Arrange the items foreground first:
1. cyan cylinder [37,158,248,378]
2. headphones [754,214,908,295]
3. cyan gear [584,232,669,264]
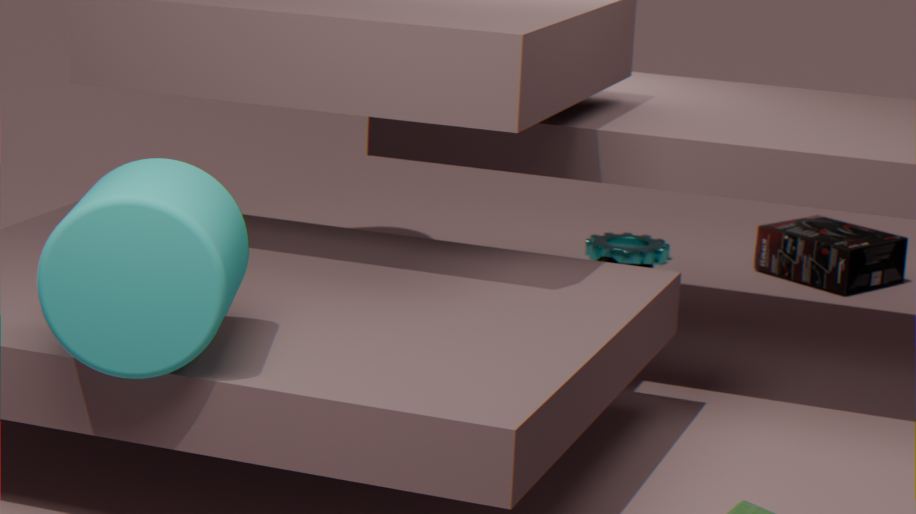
cyan cylinder [37,158,248,378] < headphones [754,214,908,295] < cyan gear [584,232,669,264]
